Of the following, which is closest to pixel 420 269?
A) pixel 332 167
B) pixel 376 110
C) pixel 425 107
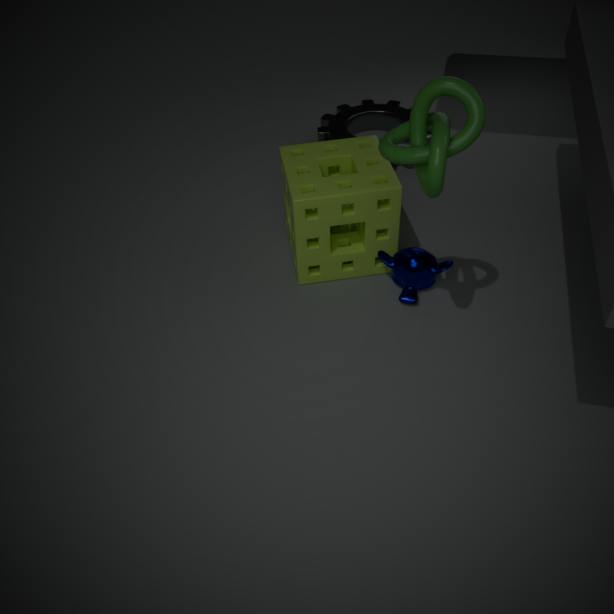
pixel 332 167
